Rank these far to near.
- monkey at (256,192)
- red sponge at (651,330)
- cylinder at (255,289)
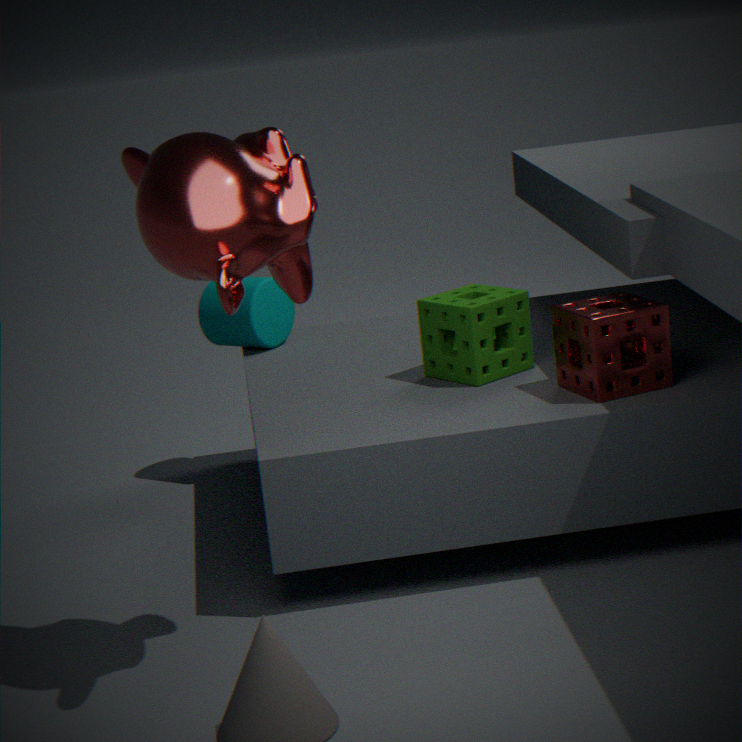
cylinder at (255,289) < red sponge at (651,330) < monkey at (256,192)
